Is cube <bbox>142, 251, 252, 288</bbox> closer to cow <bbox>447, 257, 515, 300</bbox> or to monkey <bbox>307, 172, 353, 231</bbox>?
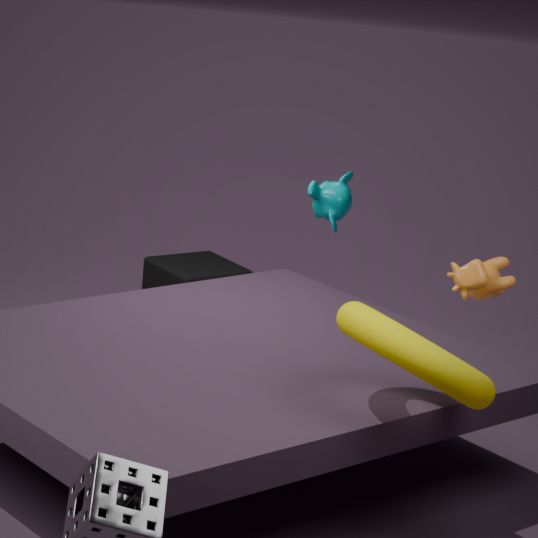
monkey <bbox>307, 172, 353, 231</bbox>
